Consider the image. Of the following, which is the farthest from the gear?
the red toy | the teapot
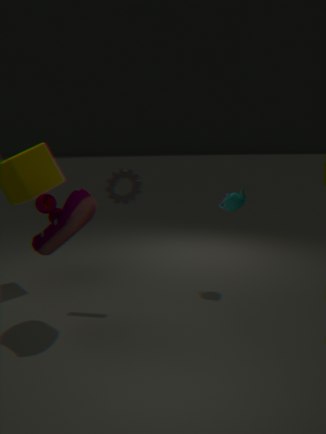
the teapot
